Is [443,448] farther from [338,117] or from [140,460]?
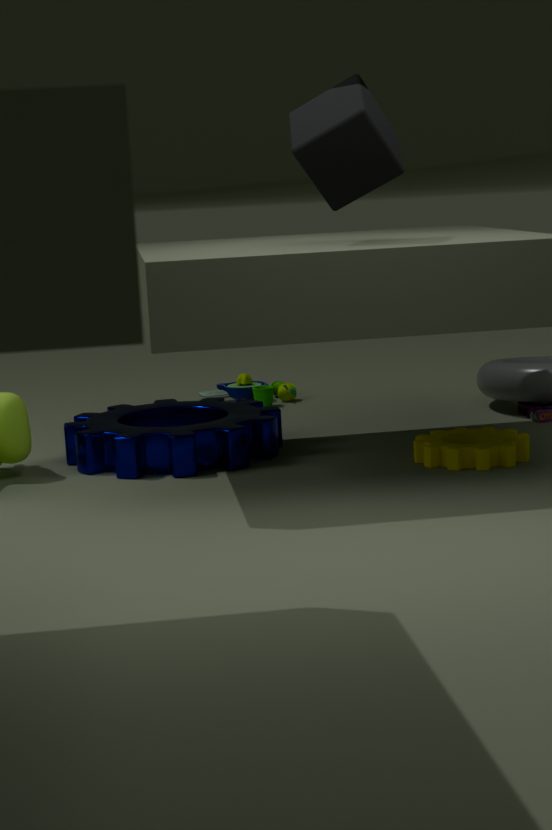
[338,117]
